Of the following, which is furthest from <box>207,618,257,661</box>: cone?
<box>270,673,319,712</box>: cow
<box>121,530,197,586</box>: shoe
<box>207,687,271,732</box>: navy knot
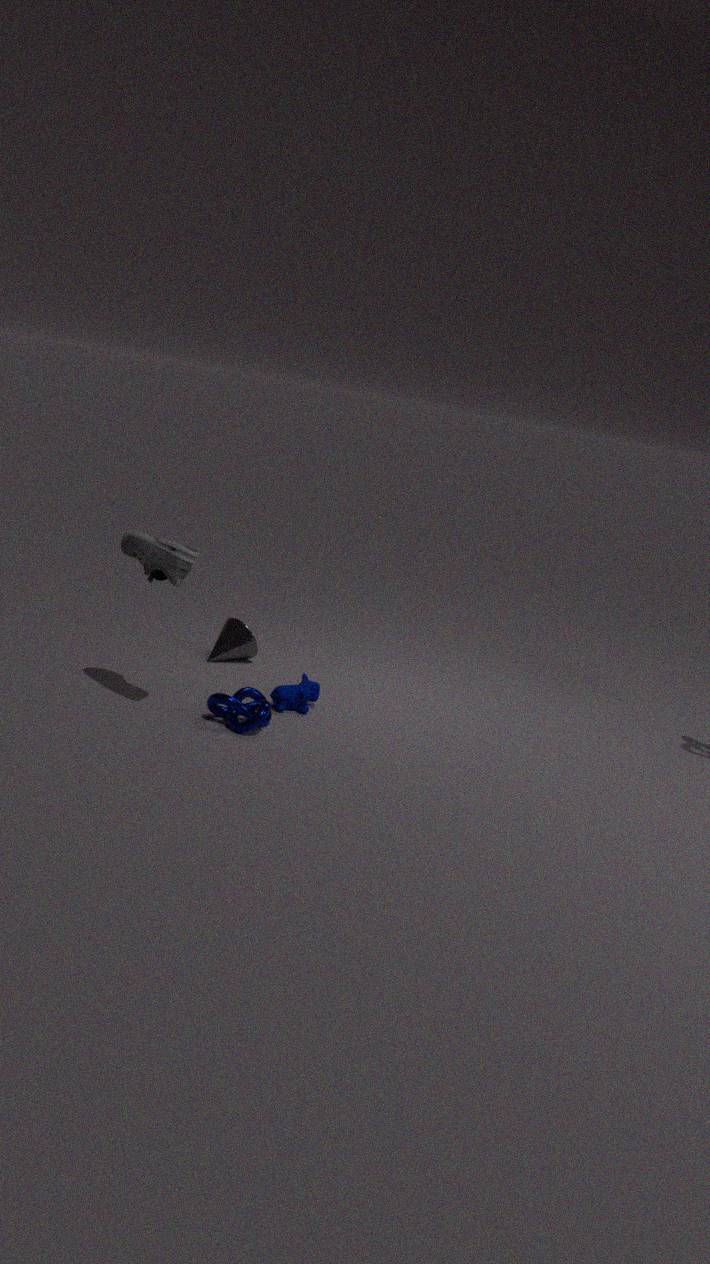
<box>121,530,197,586</box>: shoe
